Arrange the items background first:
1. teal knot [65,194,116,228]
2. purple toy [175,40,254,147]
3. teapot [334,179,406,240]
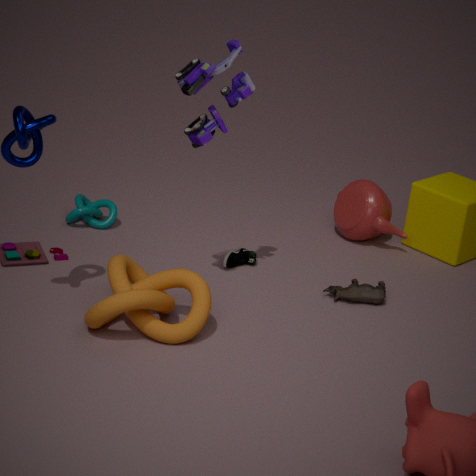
teapot [334,179,406,240] < teal knot [65,194,116,228] < purple toy [175,40,254,147]
